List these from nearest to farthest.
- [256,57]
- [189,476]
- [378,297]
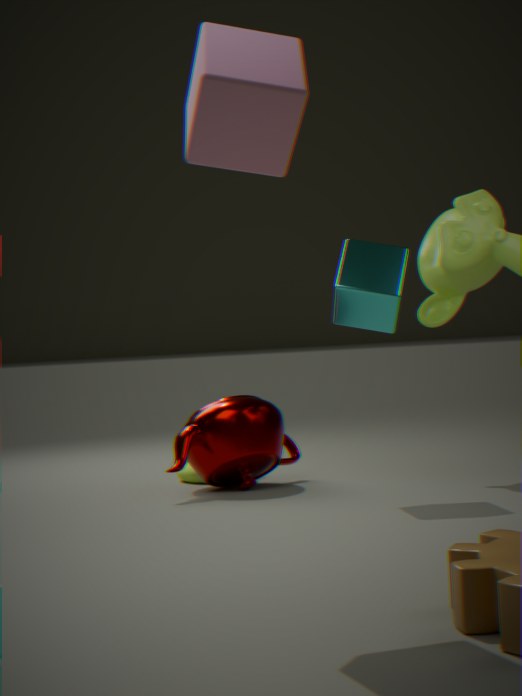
[256,57] < [378,297] < [189,476]
